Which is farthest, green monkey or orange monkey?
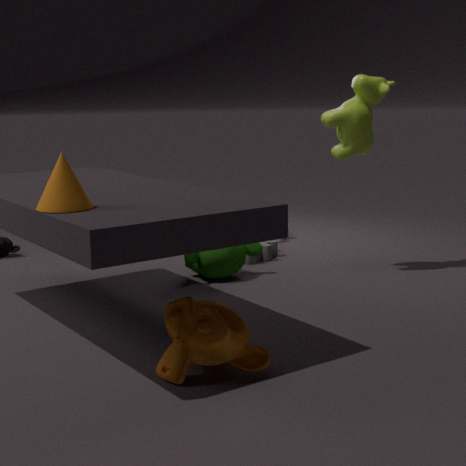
green monkey
